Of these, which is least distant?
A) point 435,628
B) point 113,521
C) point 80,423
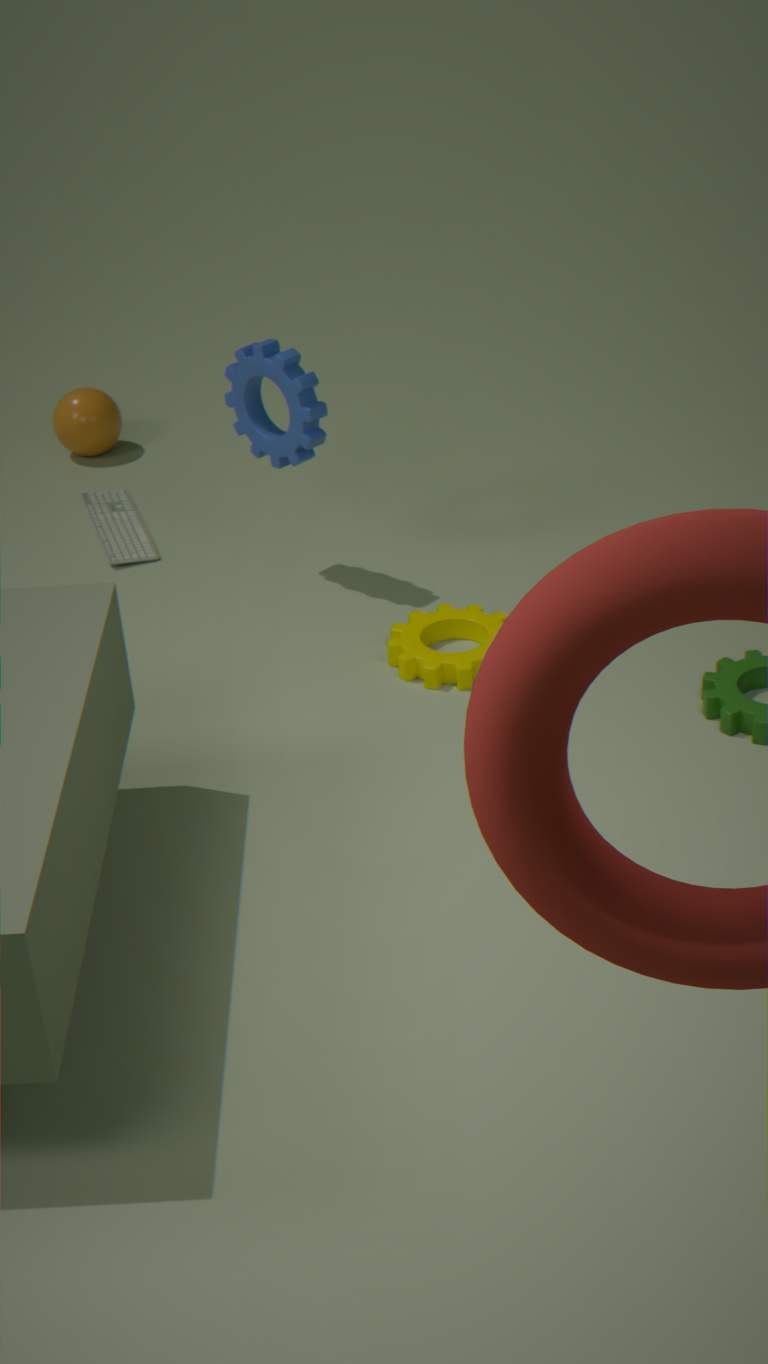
point 435,628
